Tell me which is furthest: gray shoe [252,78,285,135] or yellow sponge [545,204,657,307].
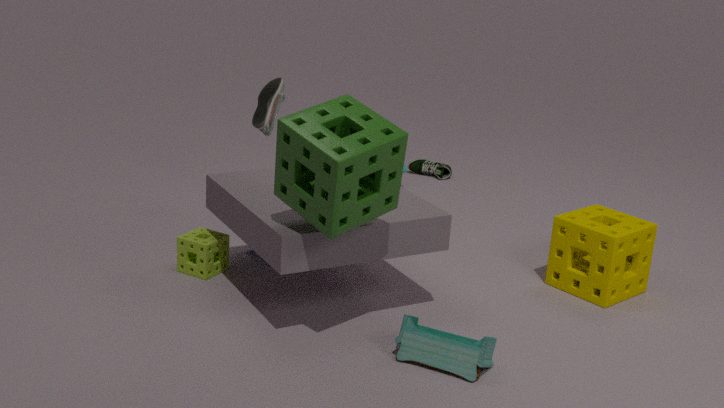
gray shoe [252,78,285,135]
